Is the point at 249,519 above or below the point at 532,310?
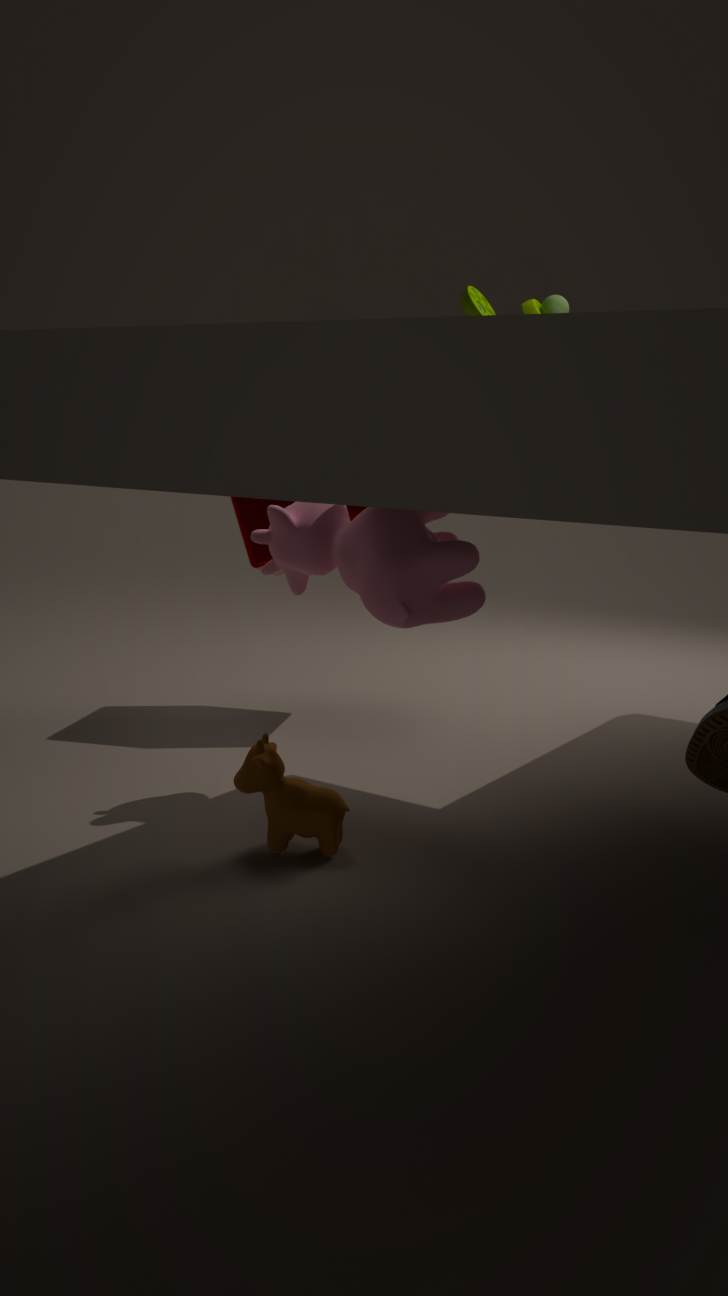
below
